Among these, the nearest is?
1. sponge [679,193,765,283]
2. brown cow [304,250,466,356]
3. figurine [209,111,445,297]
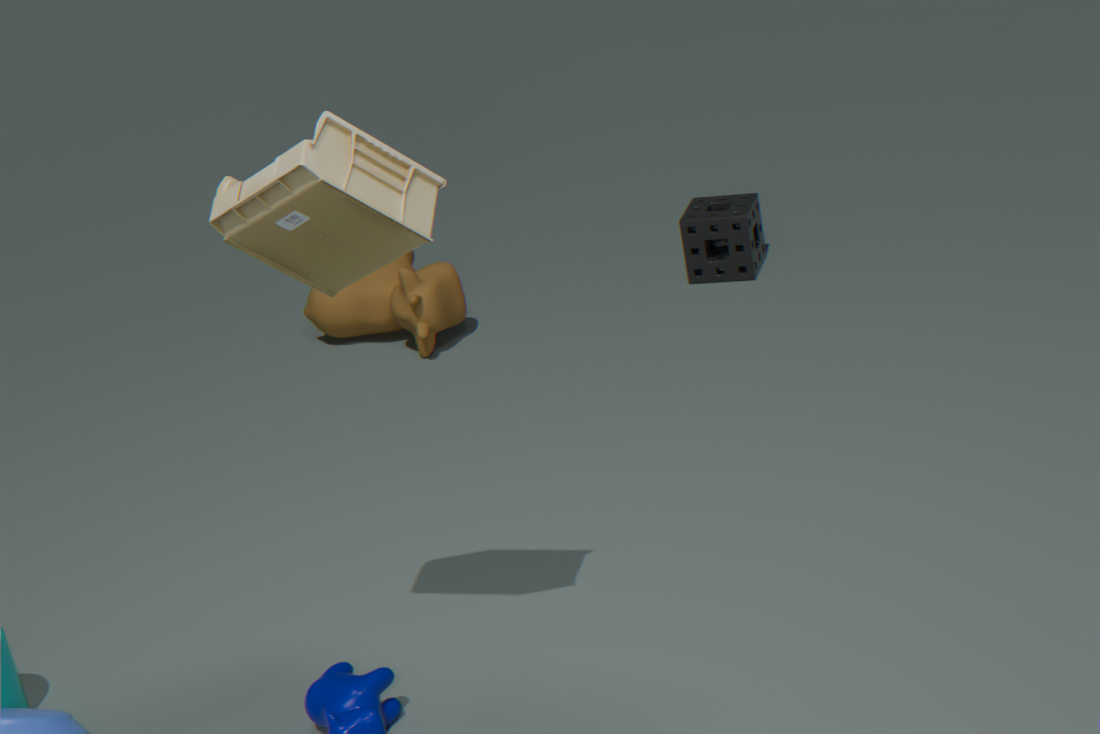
figurine [209,111,445,297]
